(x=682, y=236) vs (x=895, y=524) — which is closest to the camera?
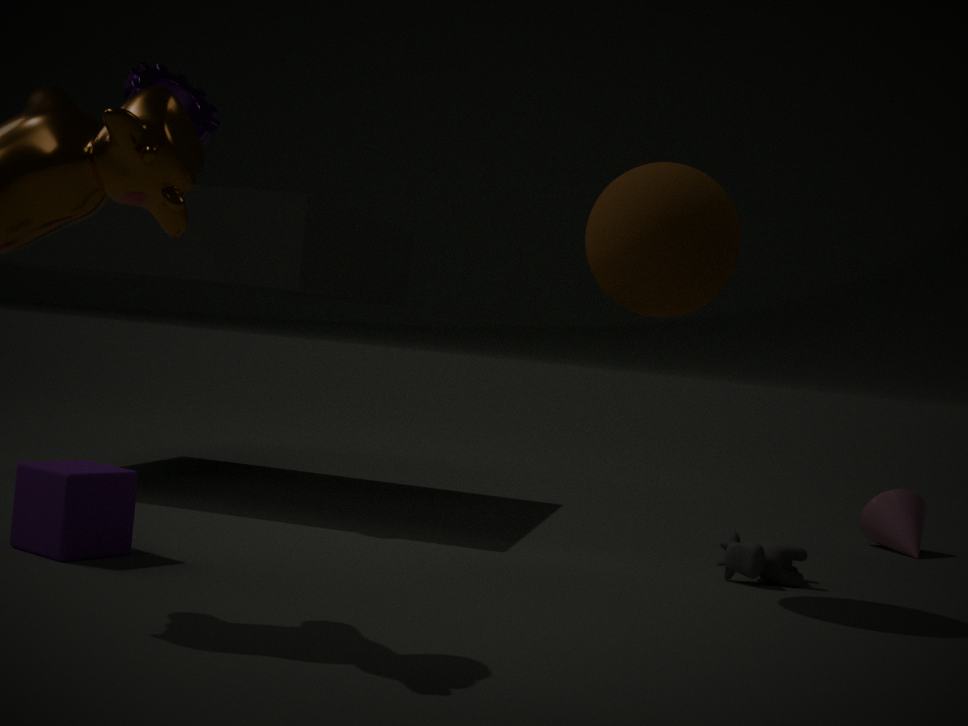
(x=682, y=236)
